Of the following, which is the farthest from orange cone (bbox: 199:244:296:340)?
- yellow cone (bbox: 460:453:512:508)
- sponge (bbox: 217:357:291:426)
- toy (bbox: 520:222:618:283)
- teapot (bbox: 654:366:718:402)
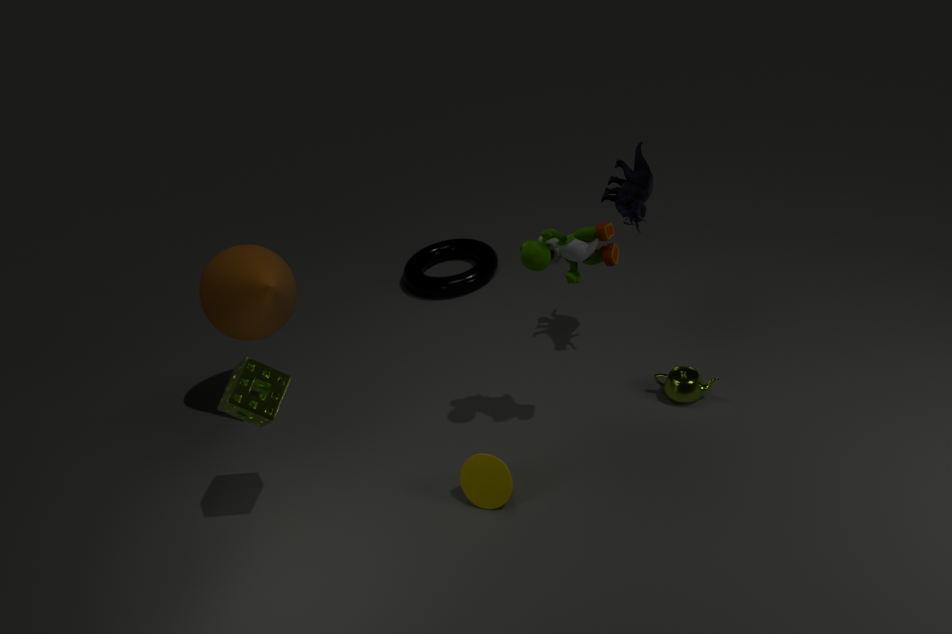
teapot (bbox: 654:366:718:402)
